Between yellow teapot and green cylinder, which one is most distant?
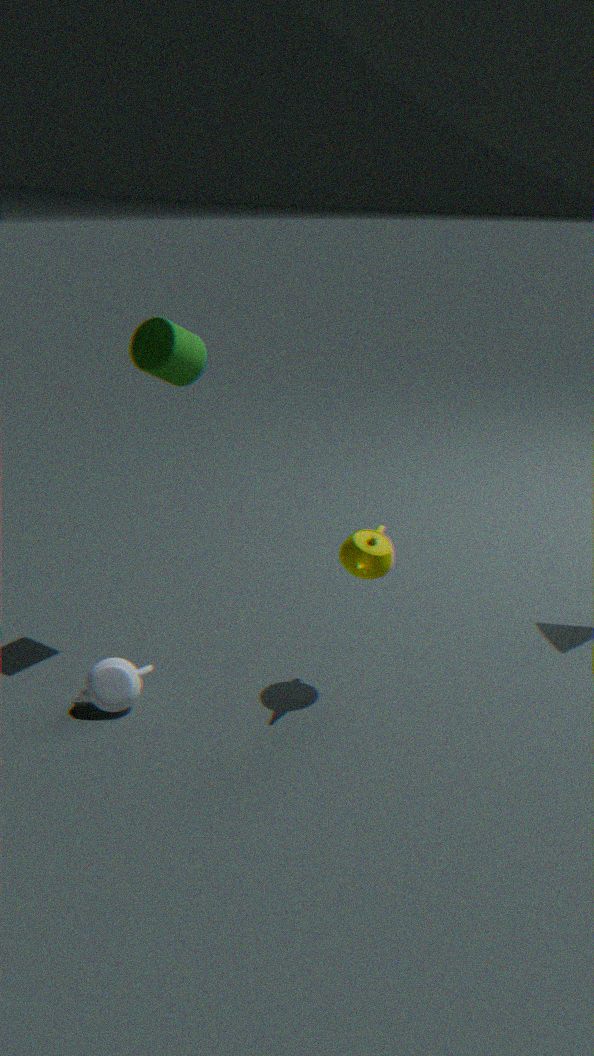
green cylinder
